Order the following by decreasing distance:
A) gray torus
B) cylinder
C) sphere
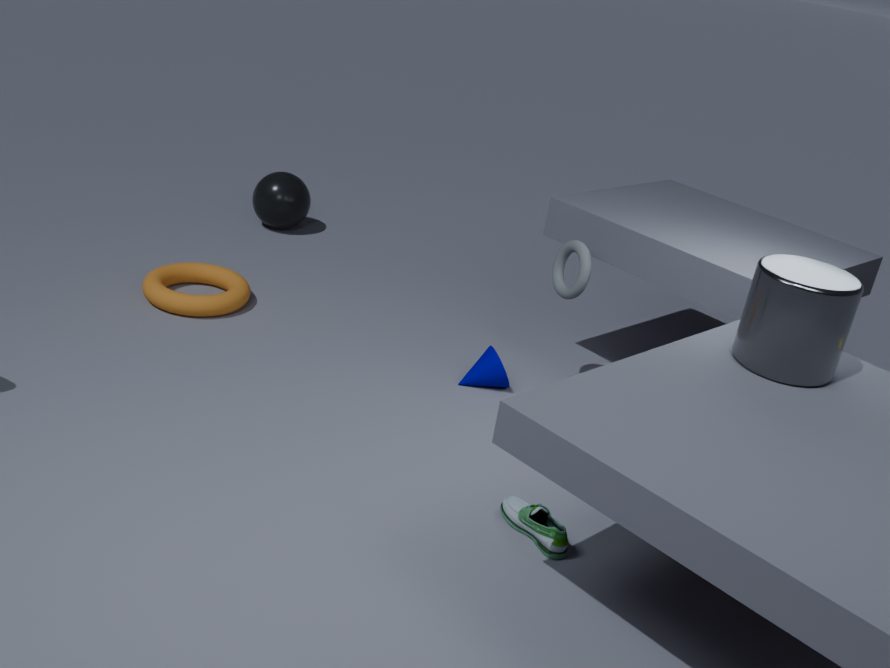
sphere < gray torus < cylinder
